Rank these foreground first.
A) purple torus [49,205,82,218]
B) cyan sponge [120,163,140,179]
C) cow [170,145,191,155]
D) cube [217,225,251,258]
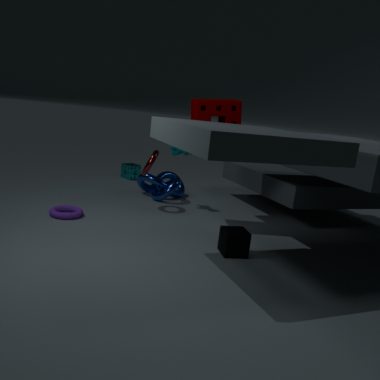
1. cube [217,225,251,258]
2. purple torus [49,205,82,218]
3. cow [170,145,191,155]
4. cyan sponge [120,163,140,179]
